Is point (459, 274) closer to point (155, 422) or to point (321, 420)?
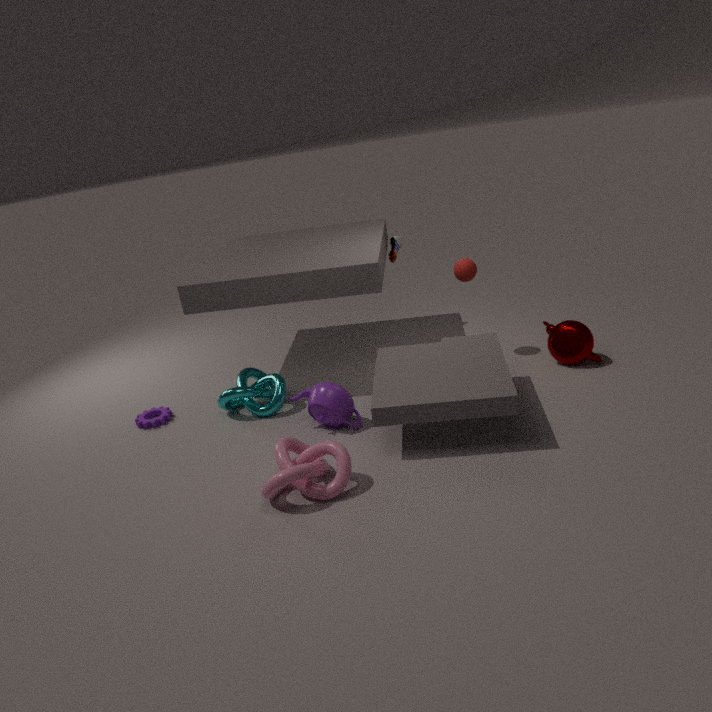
point (321, 420)
